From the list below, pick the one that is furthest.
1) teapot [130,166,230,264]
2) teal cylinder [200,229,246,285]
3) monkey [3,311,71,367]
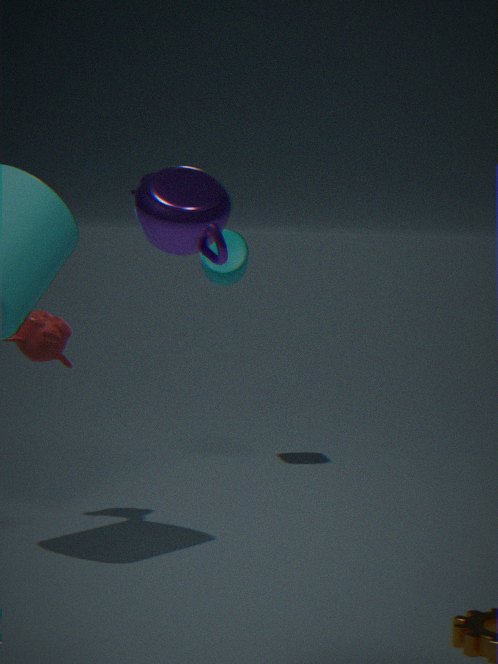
2. teal cylinder [200,229,246,285]
